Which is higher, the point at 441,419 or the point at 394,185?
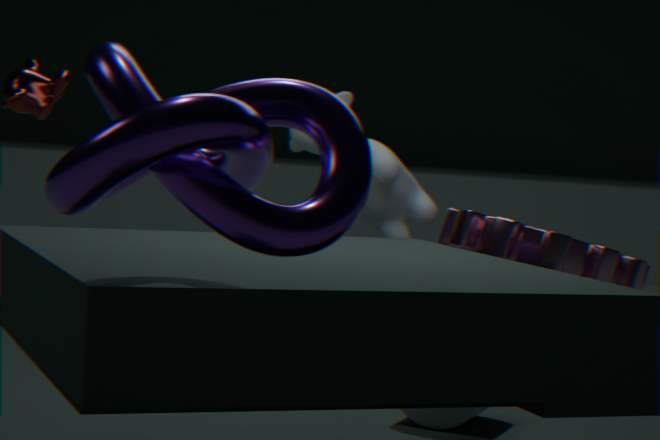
the point at 394,185
